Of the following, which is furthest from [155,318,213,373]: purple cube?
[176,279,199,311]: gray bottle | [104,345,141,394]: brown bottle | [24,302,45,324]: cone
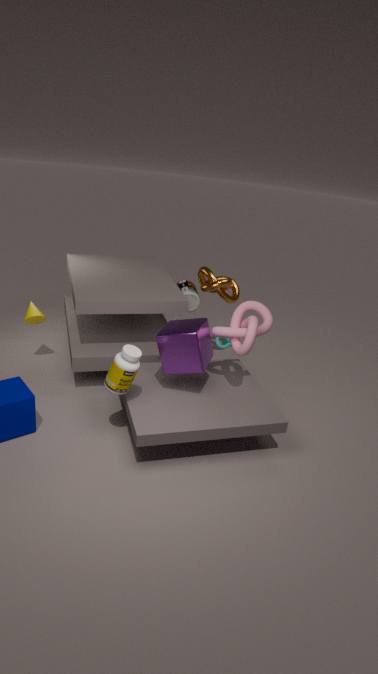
[24,302,45,324]: cone
